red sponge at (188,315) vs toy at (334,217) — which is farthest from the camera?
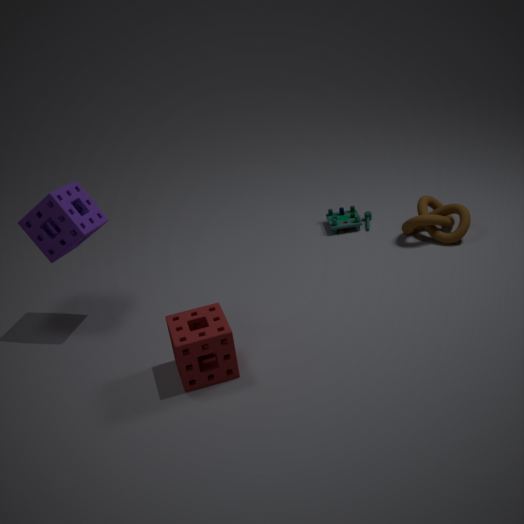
toy at (334,217)
